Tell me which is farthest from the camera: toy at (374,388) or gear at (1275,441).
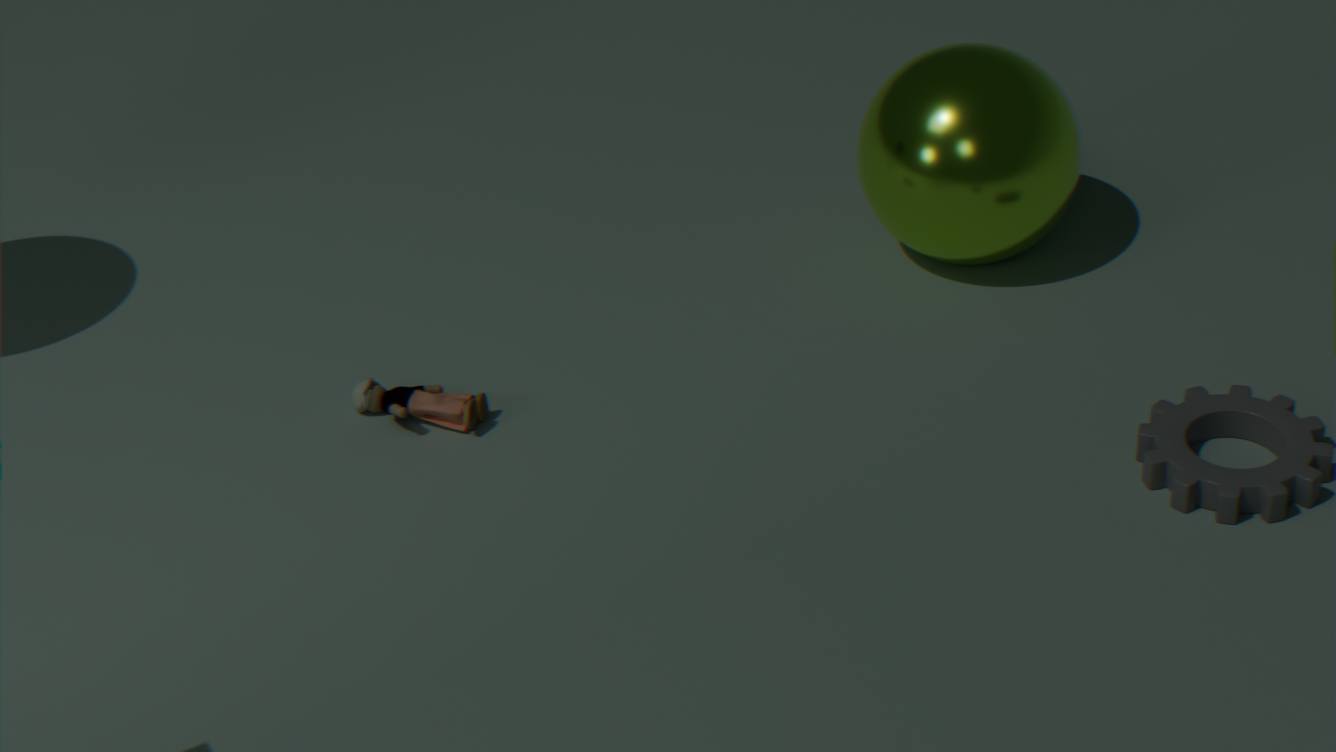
toy at (374,388)
